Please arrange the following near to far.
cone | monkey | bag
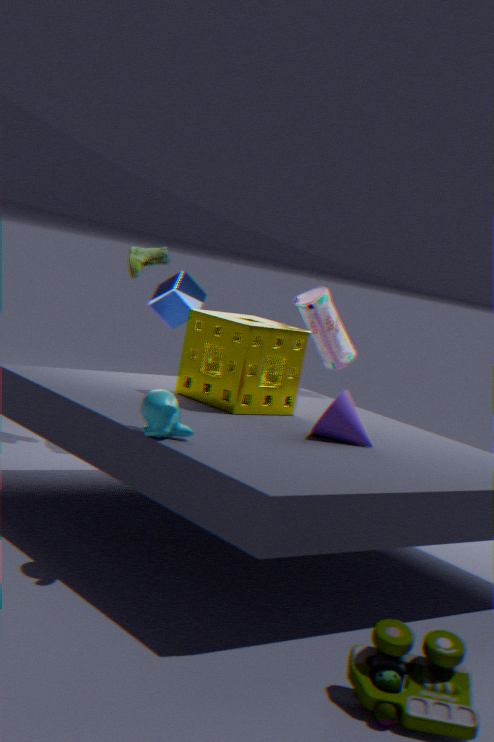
monkey
cone
bag
